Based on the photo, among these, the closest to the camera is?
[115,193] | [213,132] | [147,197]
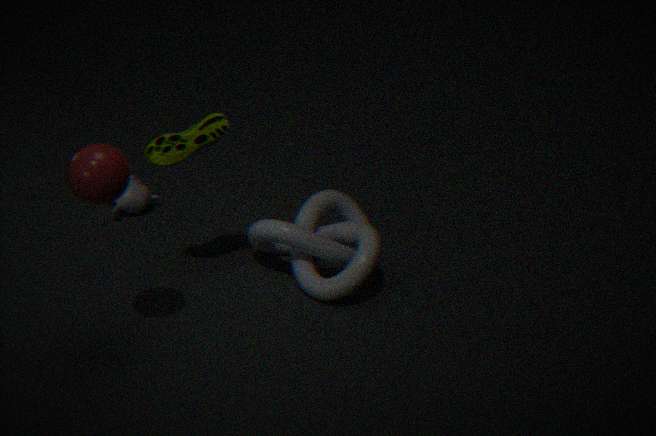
[115,193]
